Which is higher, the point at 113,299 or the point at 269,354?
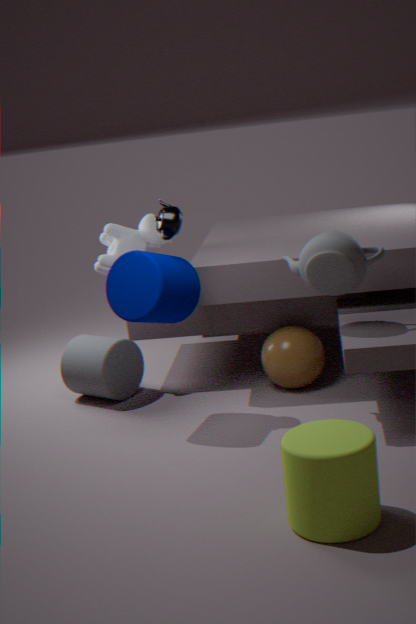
the point at 113,299
